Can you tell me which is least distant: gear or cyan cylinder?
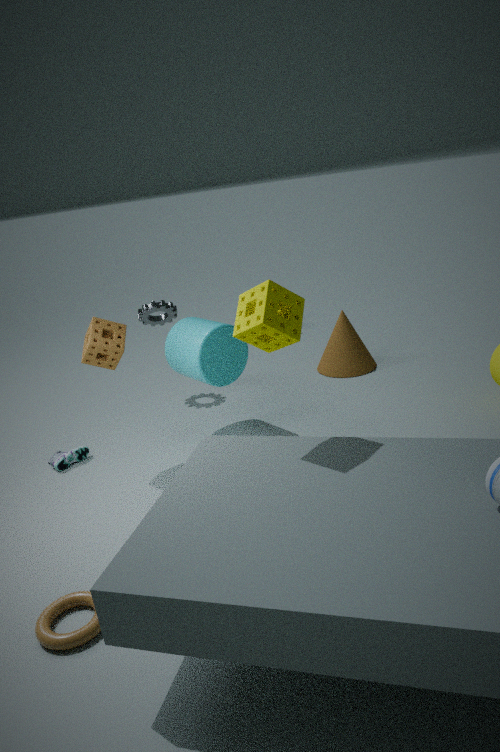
cyan cylinder
